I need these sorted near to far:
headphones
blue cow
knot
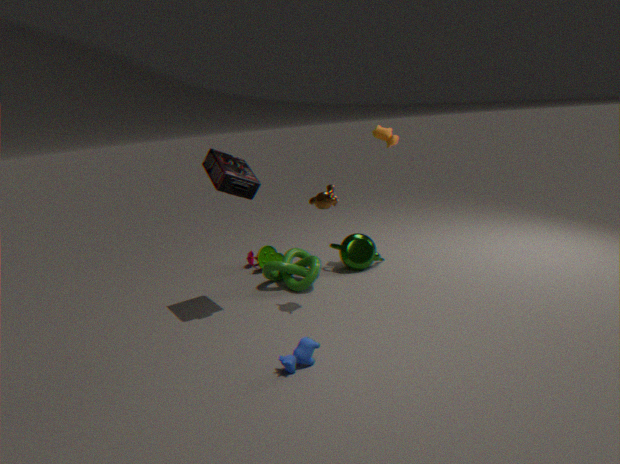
blue cow < headphones < knot
